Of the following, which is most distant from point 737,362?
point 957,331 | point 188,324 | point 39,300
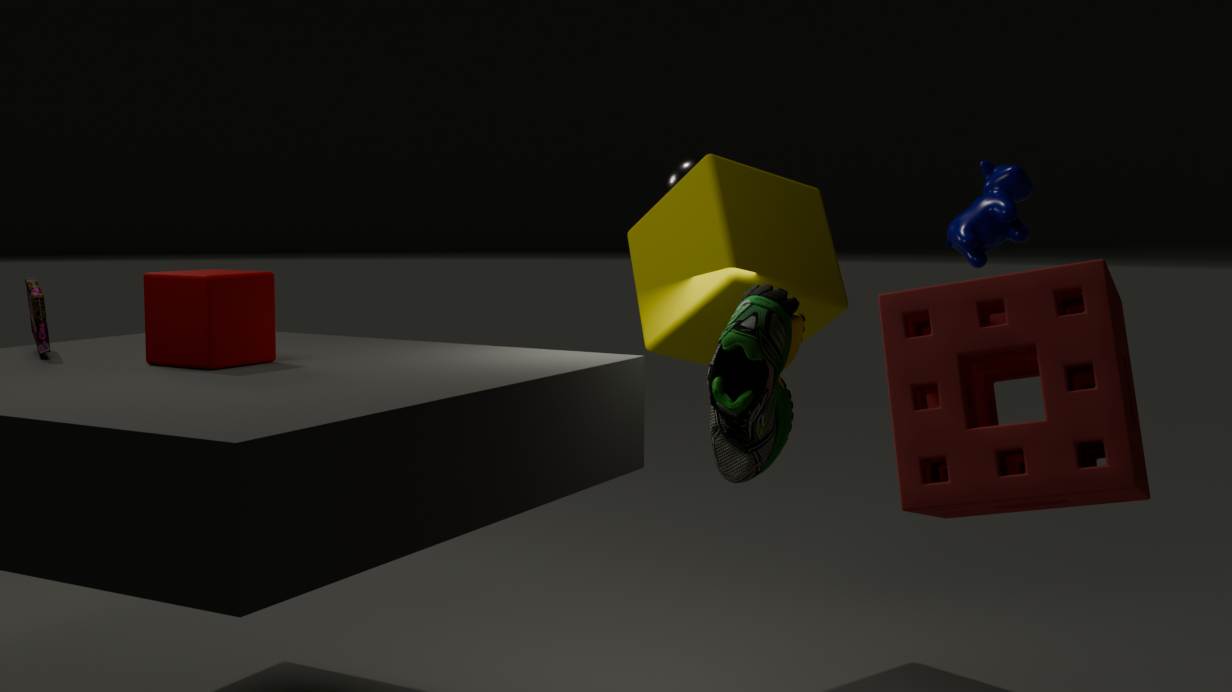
point 39,300
